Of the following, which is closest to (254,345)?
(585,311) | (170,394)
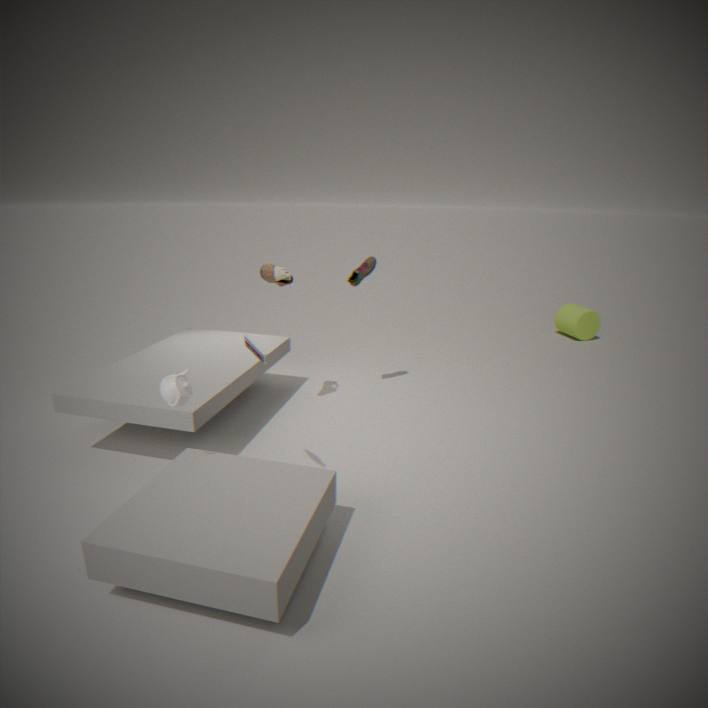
(170,394)
